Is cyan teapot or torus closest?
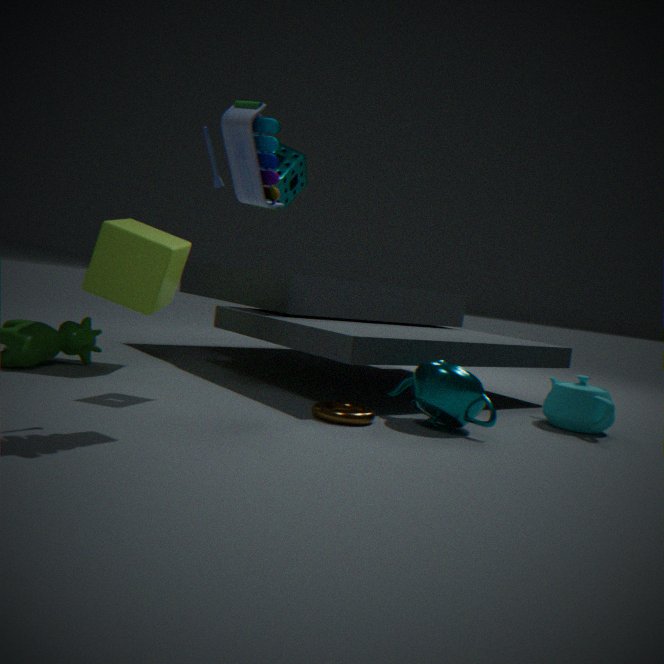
torus
